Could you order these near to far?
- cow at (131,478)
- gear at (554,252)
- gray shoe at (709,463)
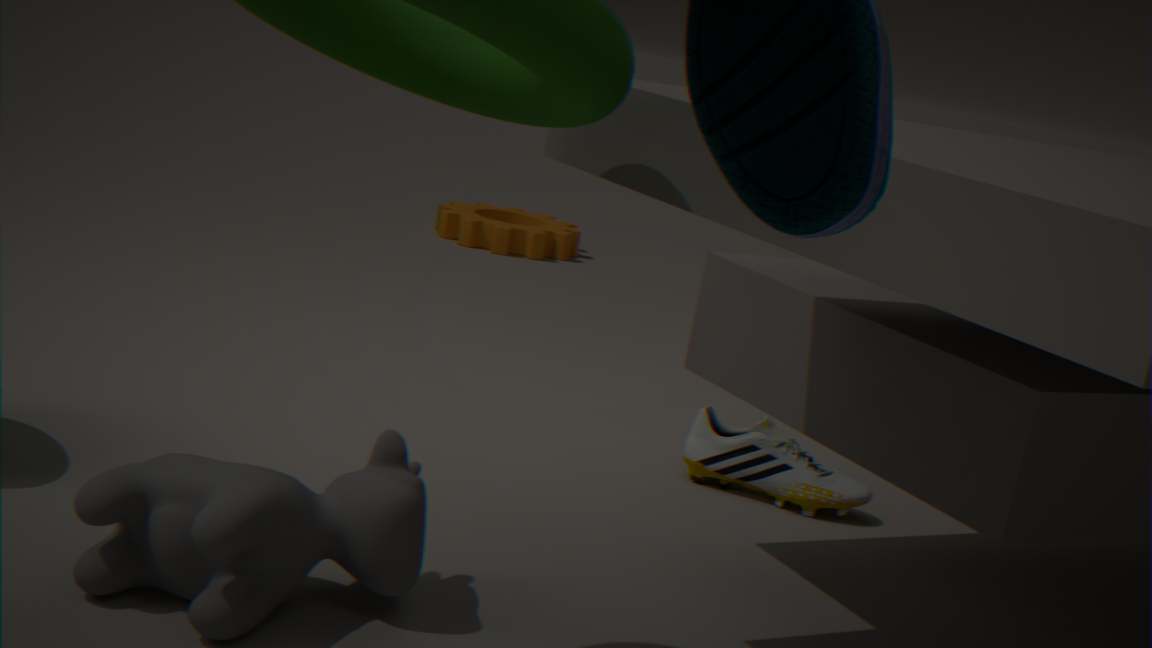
cow at (131,478)
gray shoe at (709,463)
gear at (554,252)
